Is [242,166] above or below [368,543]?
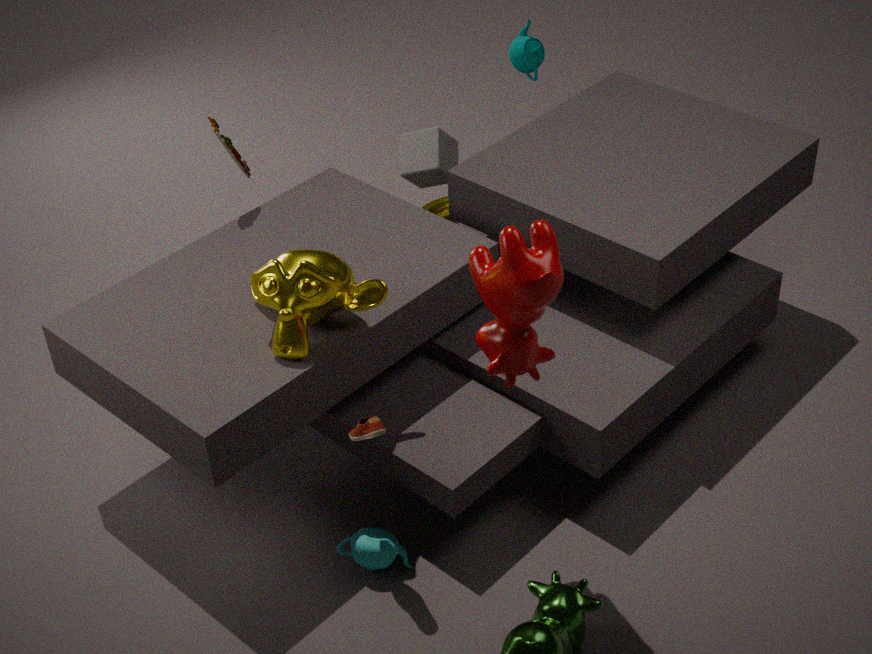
above
